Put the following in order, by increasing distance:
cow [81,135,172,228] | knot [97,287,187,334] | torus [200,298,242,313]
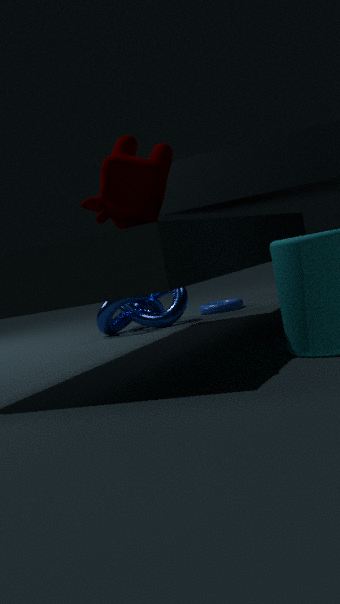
cow [81,135,172,228]
knot [97,287,187,334]
torus [200,298,242,313]
